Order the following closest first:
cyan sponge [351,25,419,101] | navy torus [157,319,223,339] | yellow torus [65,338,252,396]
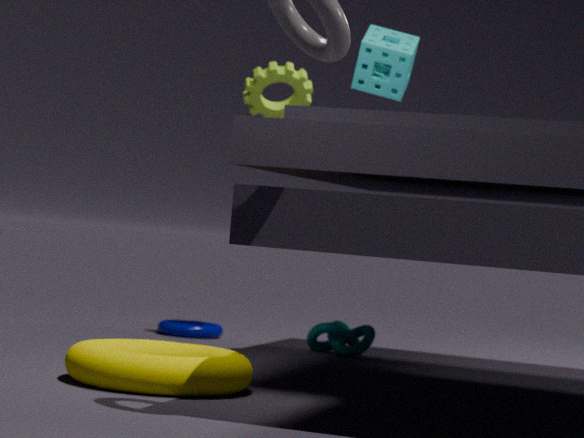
yellow torus [65,338,252,396] → cyan sponge [351,25,419,101] → navy torus [157,319,223,339]
